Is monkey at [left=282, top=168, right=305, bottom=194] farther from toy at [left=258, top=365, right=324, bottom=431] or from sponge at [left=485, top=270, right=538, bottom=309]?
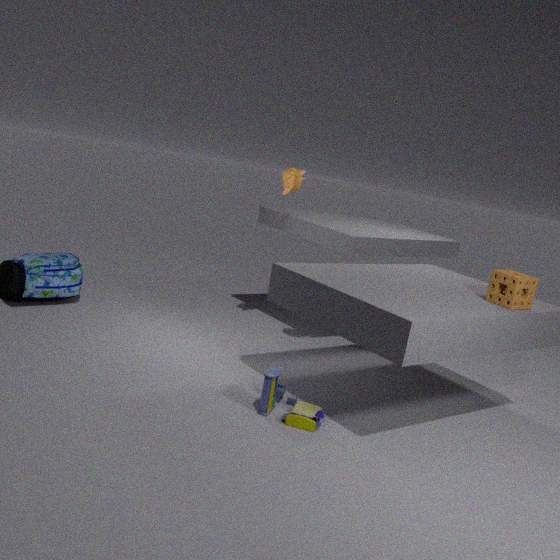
sponge at [left=485, top=270, right=538, bottom=309]
